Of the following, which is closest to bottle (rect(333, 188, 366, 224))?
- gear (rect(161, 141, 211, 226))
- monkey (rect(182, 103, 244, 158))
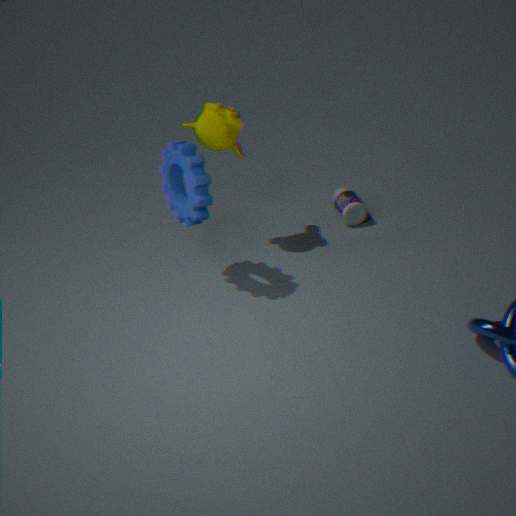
monkey (rect(182, 103, 244, 158))
